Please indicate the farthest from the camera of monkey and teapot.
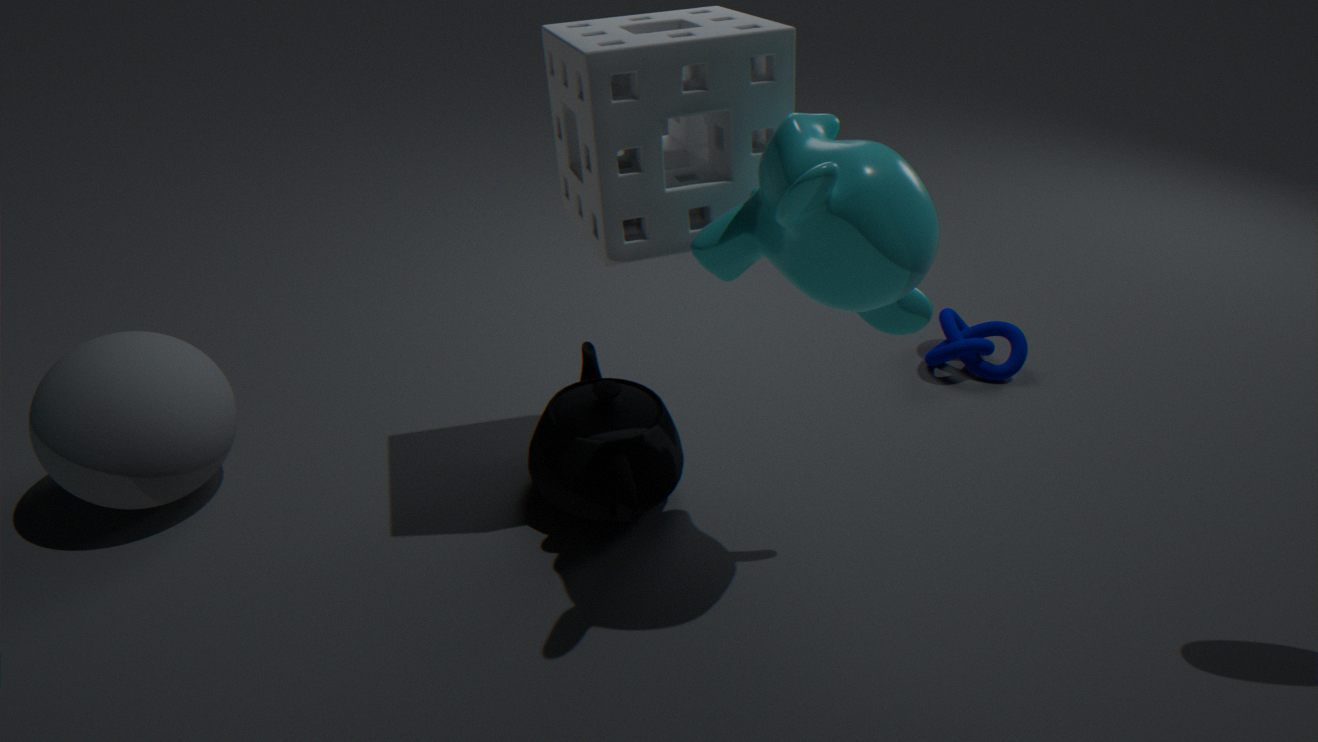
teapot
